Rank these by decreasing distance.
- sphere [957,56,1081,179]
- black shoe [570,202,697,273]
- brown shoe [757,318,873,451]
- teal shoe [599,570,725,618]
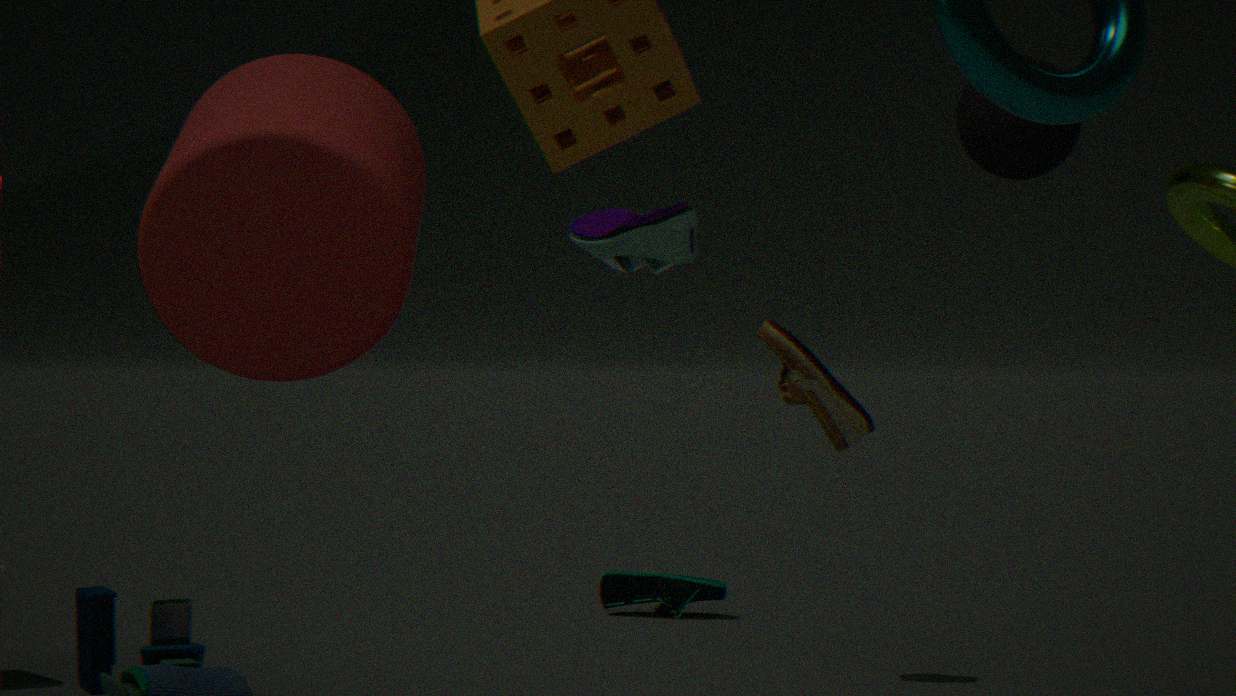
teal shoe [599,570,725,618] → brown shoe [757,318,873,451] → sphere [957,56,1081,179] → black shoe [570,202,697,273]
